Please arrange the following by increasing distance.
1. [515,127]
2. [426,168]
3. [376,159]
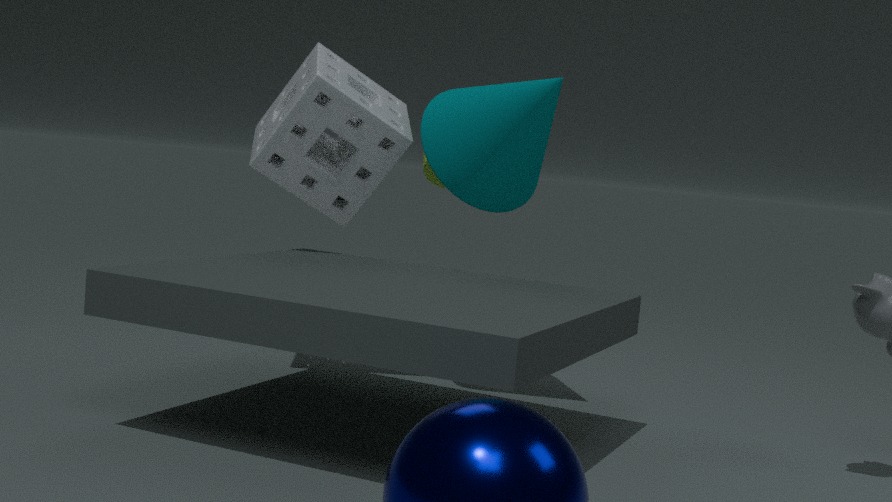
[515,127]
[376,159]
[426,168]
